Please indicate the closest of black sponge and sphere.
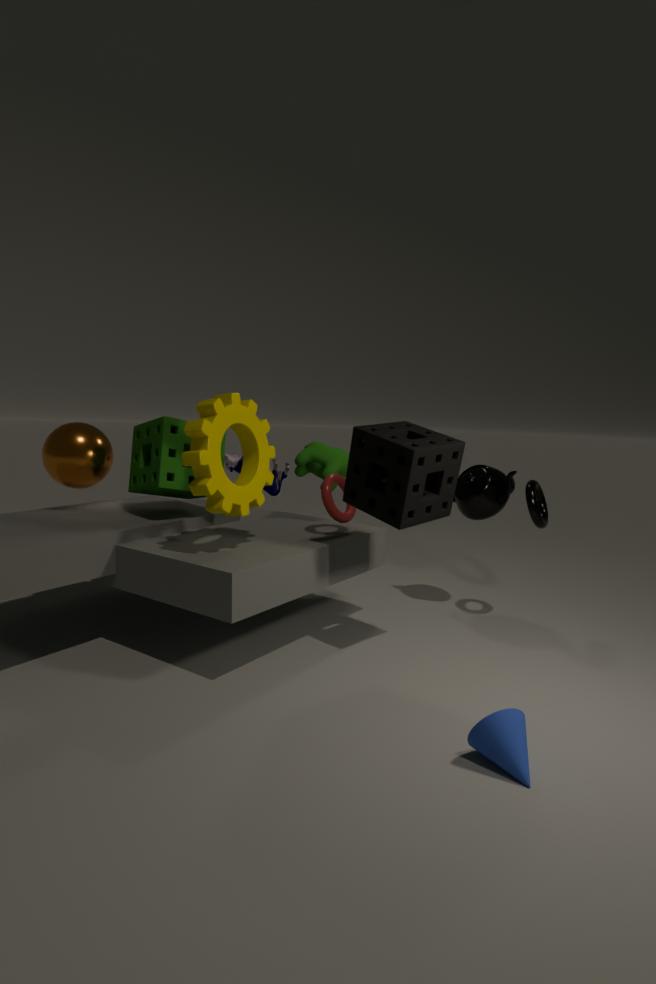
black sponge
